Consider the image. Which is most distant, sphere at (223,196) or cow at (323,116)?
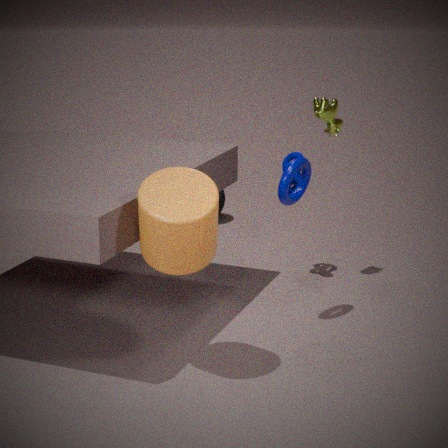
sphere at (223,196)
